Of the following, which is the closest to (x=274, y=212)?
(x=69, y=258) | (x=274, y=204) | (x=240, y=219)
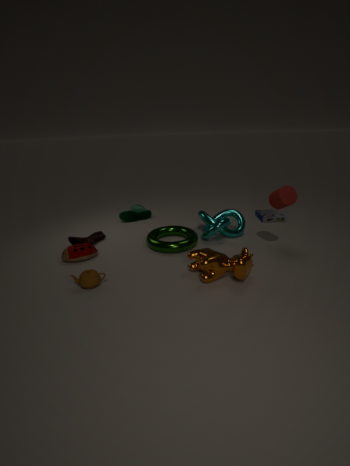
(x=240, y=219)
